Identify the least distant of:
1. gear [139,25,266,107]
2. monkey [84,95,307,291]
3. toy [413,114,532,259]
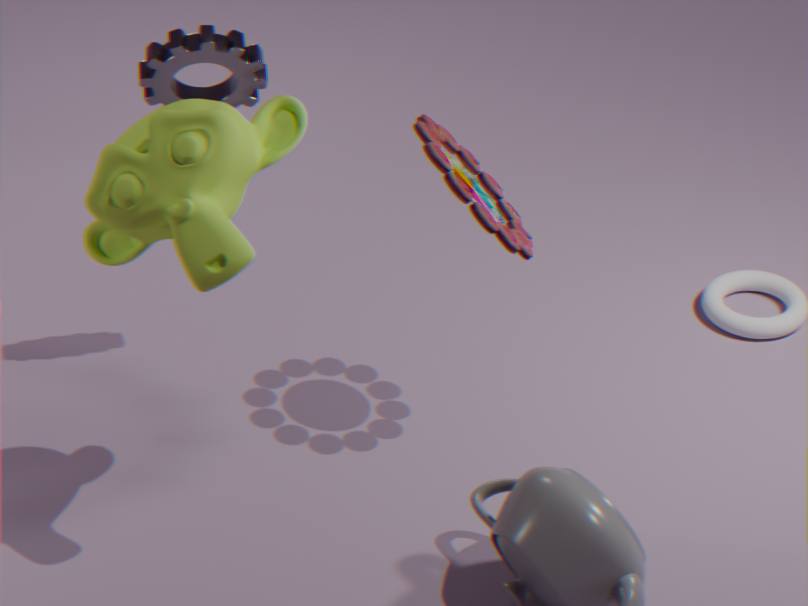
monkey [84,95,307,291]
